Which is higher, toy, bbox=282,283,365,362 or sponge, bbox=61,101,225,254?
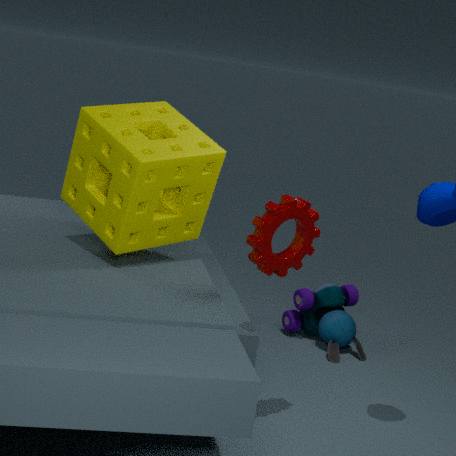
sponge, bbox=61,101,225,254
